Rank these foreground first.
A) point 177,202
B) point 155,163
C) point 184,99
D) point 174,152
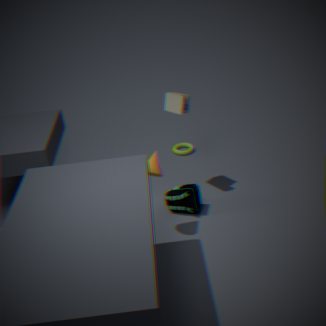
point 155,163 → point 177,202 → point 184,99 → point 174,152
